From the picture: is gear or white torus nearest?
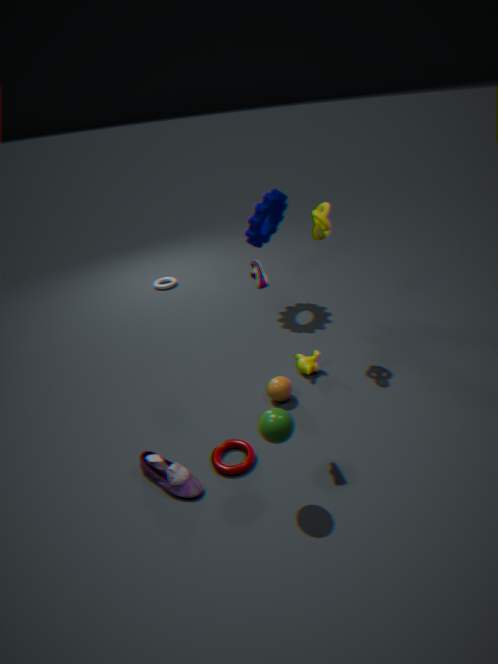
gear
